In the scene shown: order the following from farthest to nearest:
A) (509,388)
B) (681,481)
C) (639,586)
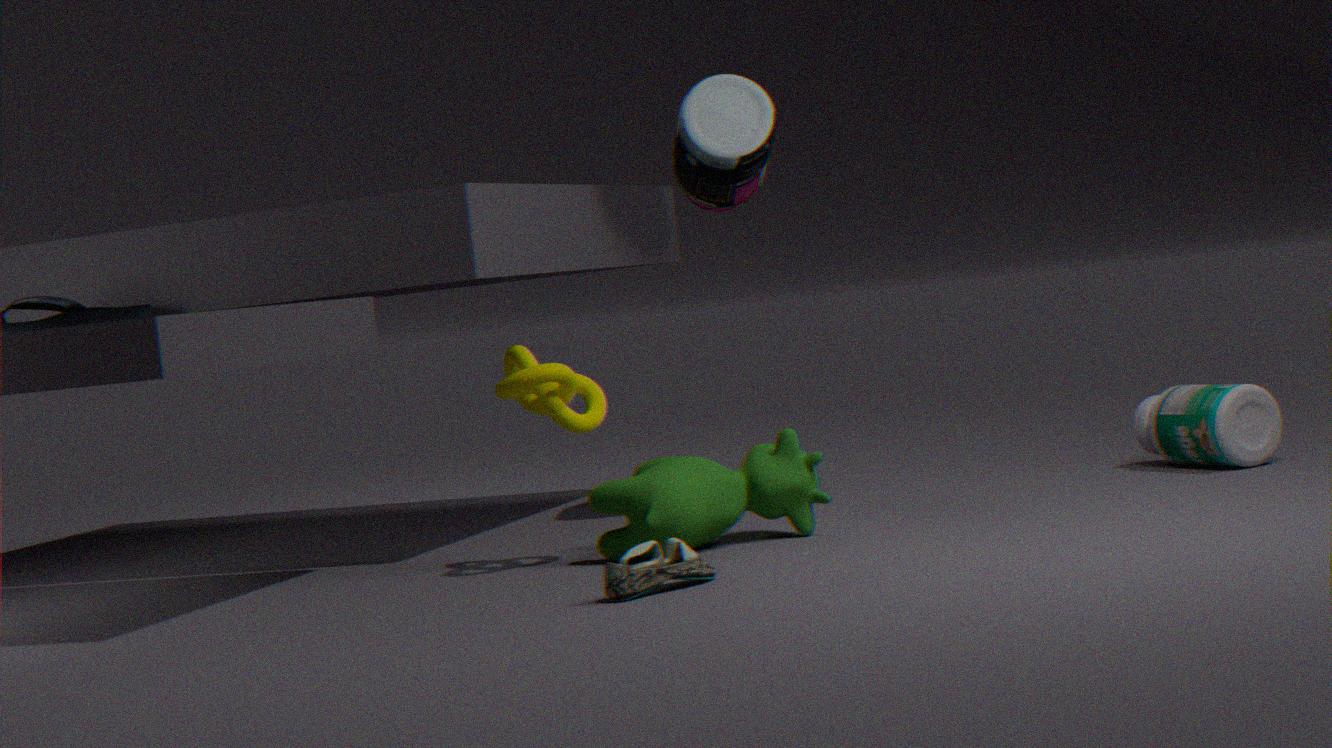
(681,481) < (509,388) < (639,586)
